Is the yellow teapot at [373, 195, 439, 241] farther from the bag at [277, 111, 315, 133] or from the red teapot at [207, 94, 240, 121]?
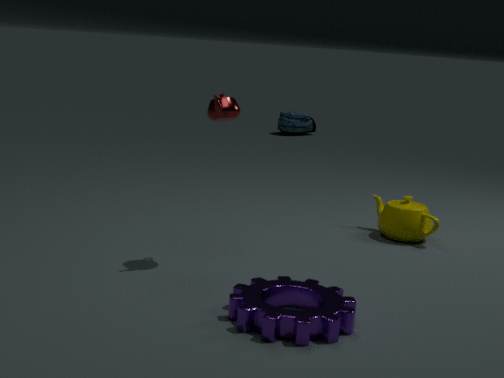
the bag at [277, 111, 315, 133]
